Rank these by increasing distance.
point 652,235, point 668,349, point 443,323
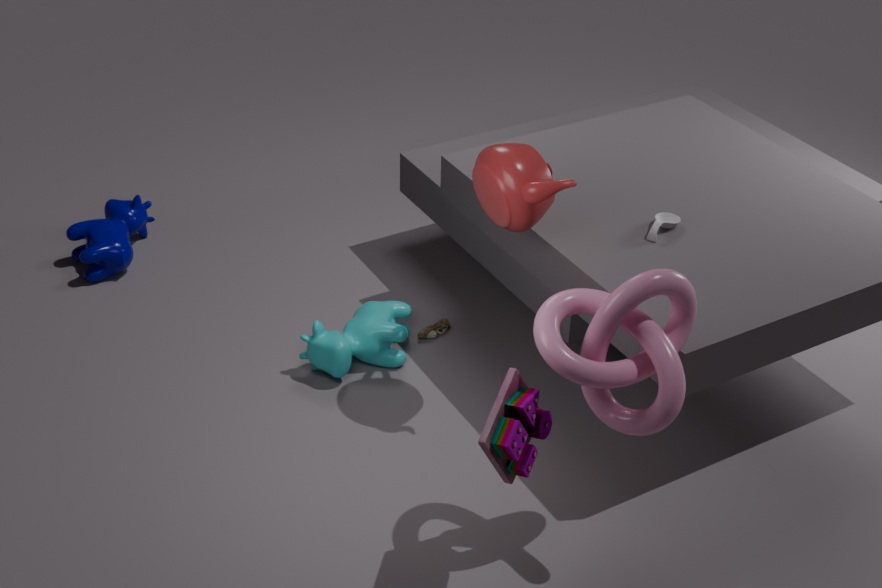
point 668,349, point 652,235, point 443,323
